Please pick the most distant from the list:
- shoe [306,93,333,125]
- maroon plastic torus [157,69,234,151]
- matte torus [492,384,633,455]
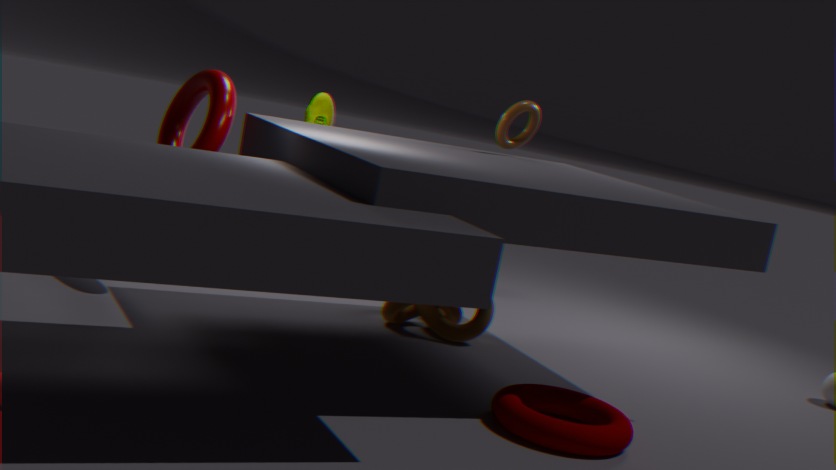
shoe [306,93,333,125]
